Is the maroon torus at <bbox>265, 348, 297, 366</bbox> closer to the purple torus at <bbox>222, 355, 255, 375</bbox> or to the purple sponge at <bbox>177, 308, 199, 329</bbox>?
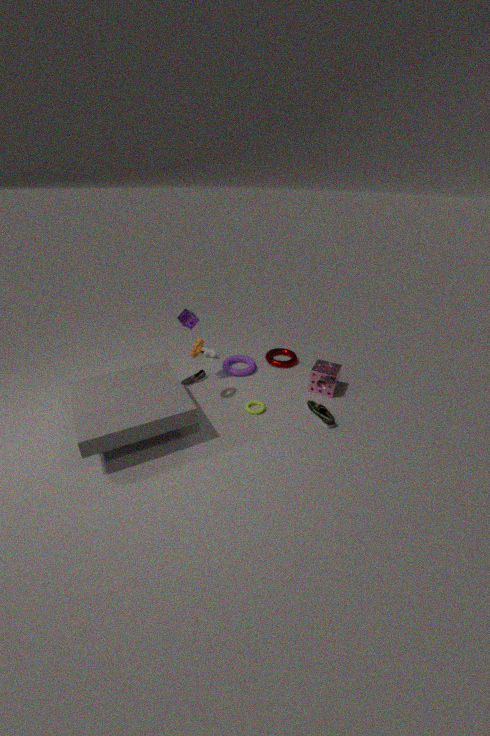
the purple torus at <bbox>222, 355, 255, 375</bbox>
